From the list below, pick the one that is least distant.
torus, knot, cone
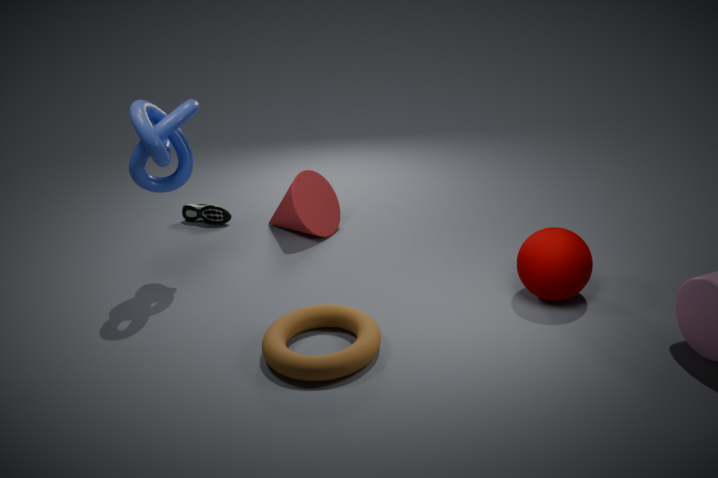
torus
